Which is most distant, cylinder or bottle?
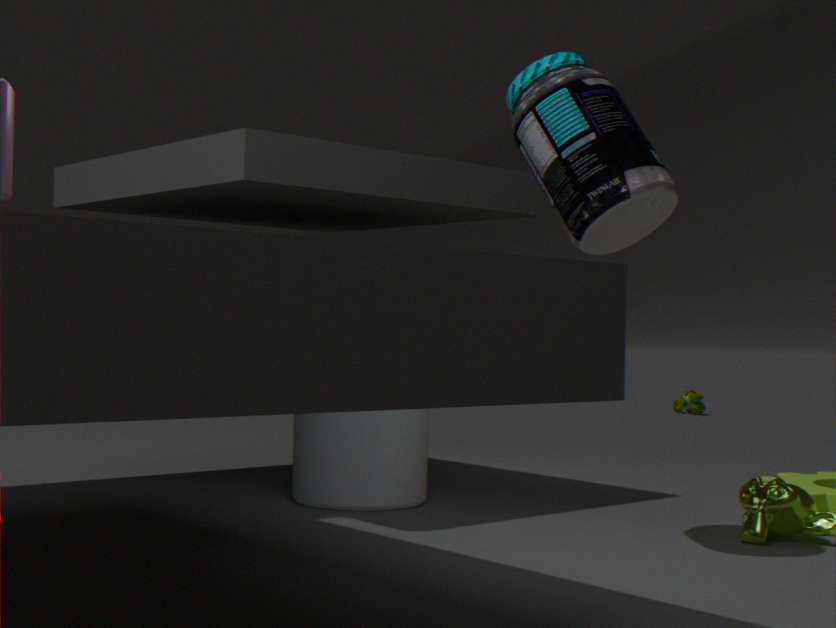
cylinder
